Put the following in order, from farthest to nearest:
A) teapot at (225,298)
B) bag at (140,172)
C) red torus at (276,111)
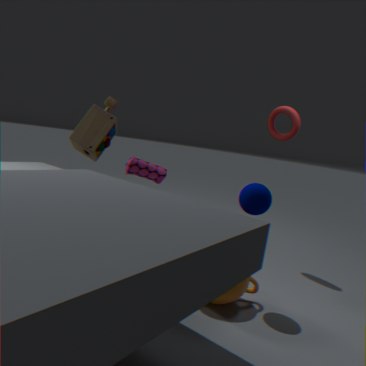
1. bag at (140,172)
2. red torus at (276,111)
3. teapot at (225,298)
